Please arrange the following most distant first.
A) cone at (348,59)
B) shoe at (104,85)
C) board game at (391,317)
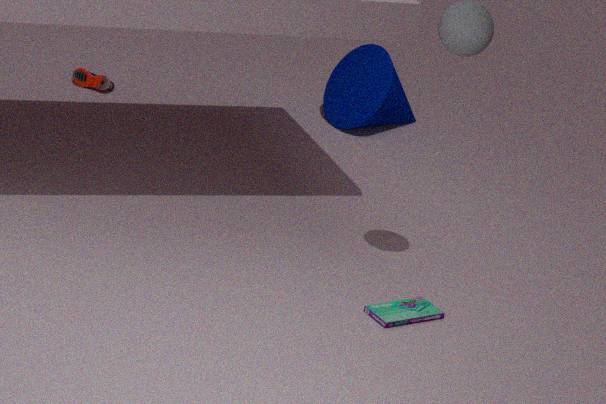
shoe at (104,85), cone at (348,59), board game at (391,317)
